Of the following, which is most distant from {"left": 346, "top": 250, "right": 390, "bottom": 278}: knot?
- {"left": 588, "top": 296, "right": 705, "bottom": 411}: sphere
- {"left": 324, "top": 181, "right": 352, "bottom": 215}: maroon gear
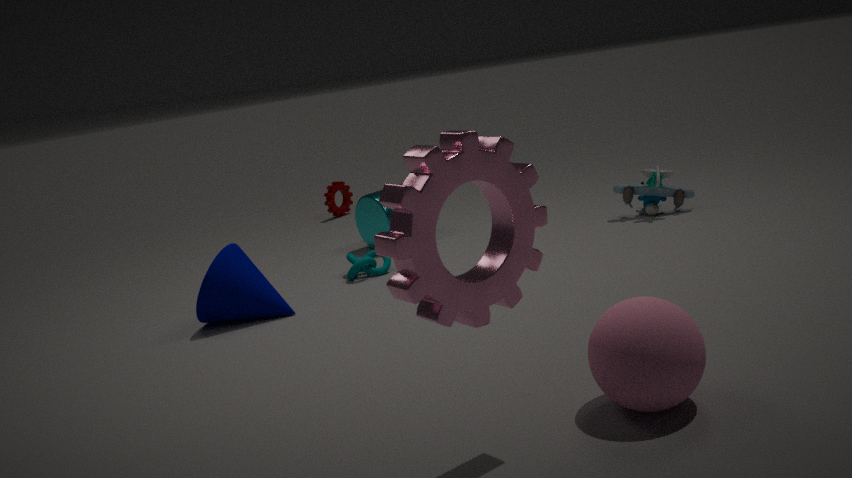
{"left": 588, "top": 296, "right": 705, "bottom": 411}: sphere
